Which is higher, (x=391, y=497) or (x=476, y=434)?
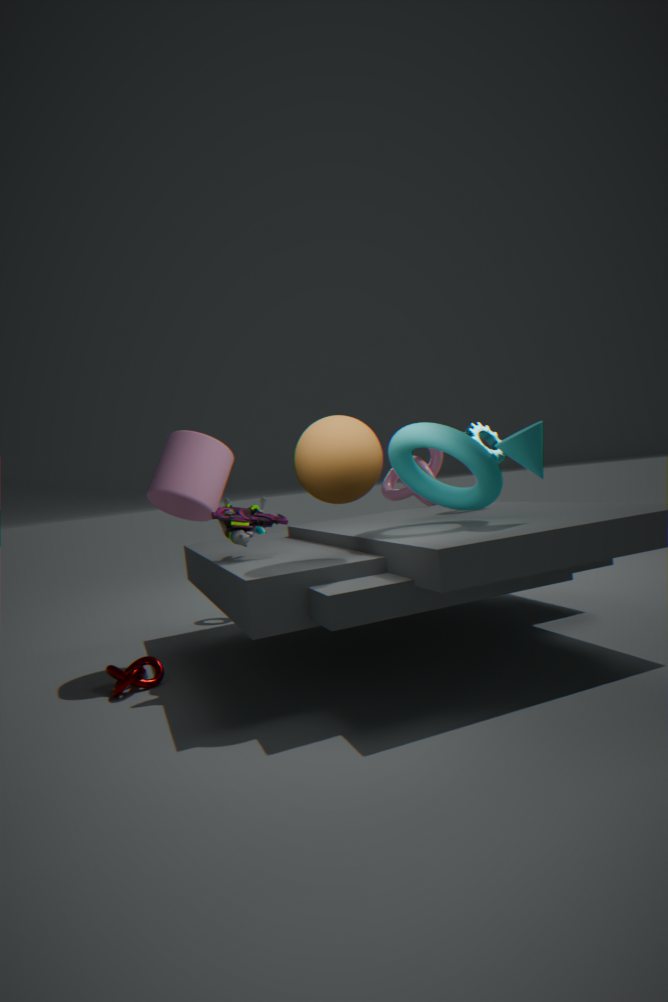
(x=476, y=434)
